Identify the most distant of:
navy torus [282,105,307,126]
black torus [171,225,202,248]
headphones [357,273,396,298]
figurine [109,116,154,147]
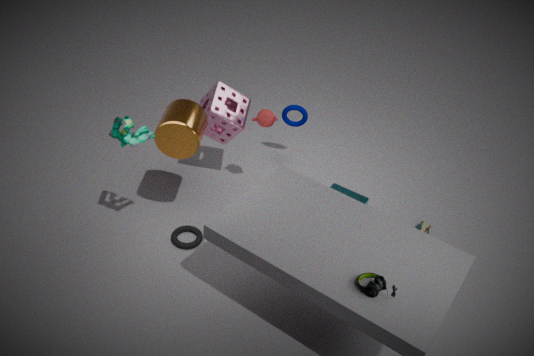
navy torus [282,105,307,126]
